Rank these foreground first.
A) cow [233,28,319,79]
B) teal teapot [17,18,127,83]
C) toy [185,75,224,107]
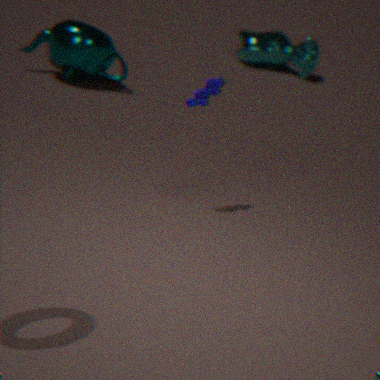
toy [185,75,224,107]
teal teapot [17,18,127,83]
cow [233,28,319,79]
